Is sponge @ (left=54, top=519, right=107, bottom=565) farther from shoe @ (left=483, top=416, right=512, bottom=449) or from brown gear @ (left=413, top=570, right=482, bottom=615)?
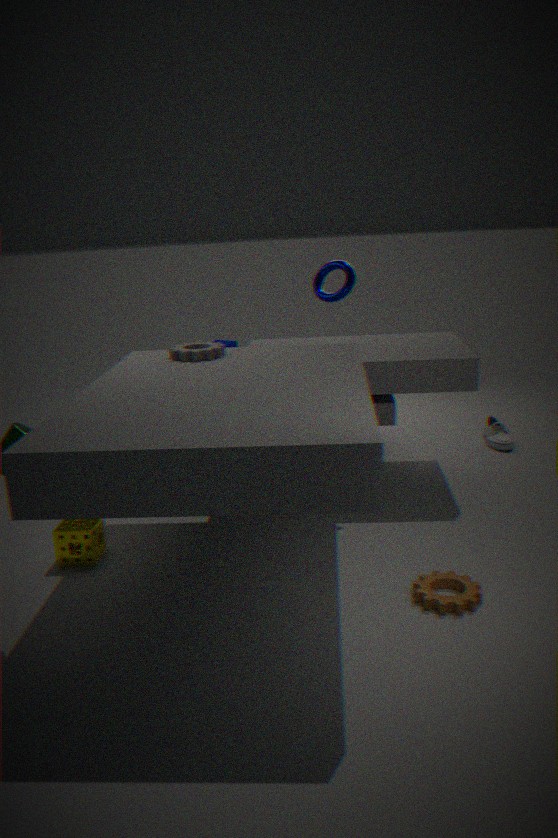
shoe @ (left=483, top=416, right=512, bottom=449)
